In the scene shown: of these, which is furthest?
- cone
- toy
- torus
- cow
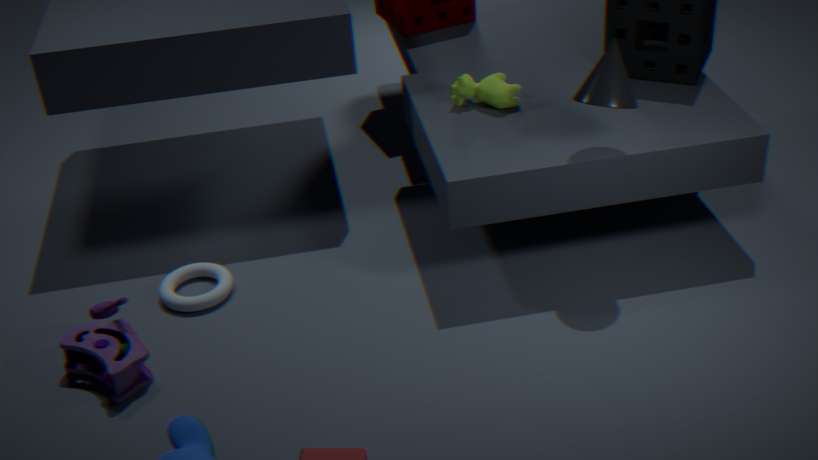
cow
